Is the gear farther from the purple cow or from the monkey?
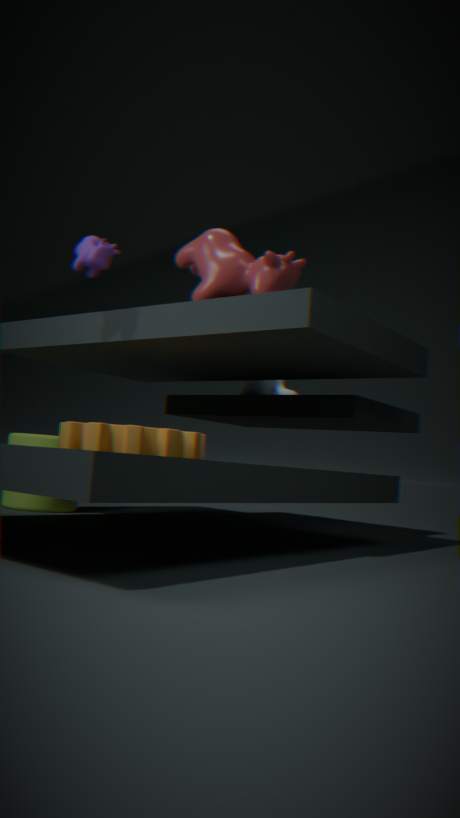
the monkey
